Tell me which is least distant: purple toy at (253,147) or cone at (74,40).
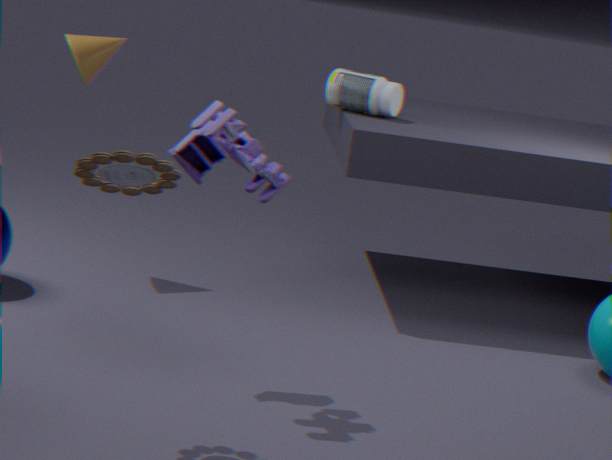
purple toy at (253,147)
